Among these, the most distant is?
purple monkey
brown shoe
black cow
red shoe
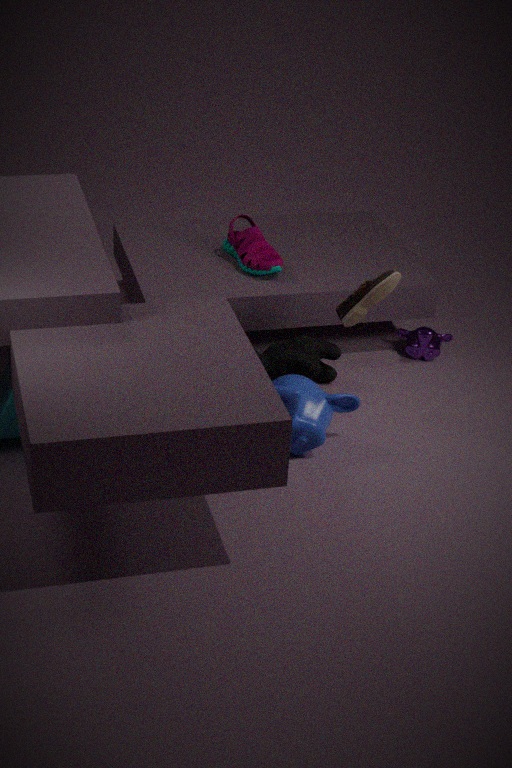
purple monkey
